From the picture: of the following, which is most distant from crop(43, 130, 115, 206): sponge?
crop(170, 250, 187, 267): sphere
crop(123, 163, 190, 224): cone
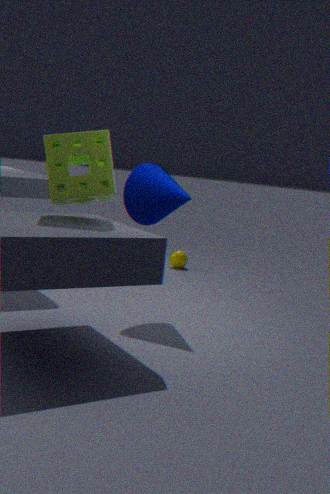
crop(170, 250, 187, 267): sphere
